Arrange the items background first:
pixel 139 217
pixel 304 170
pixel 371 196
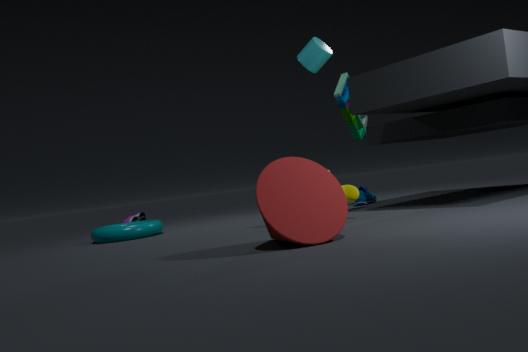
pixel 139 217, pixel 371 196, pixel 304 170
